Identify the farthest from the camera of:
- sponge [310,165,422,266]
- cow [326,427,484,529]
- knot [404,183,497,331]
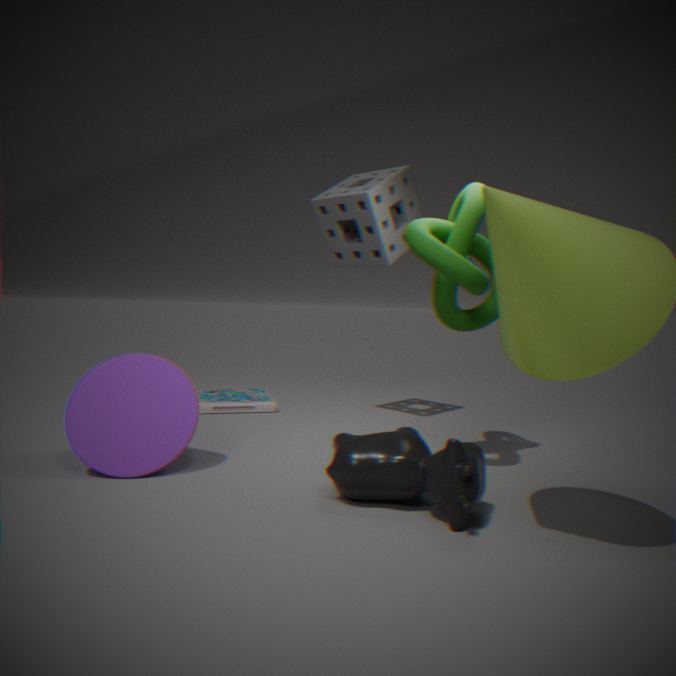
sponge [310,165,422,266]
